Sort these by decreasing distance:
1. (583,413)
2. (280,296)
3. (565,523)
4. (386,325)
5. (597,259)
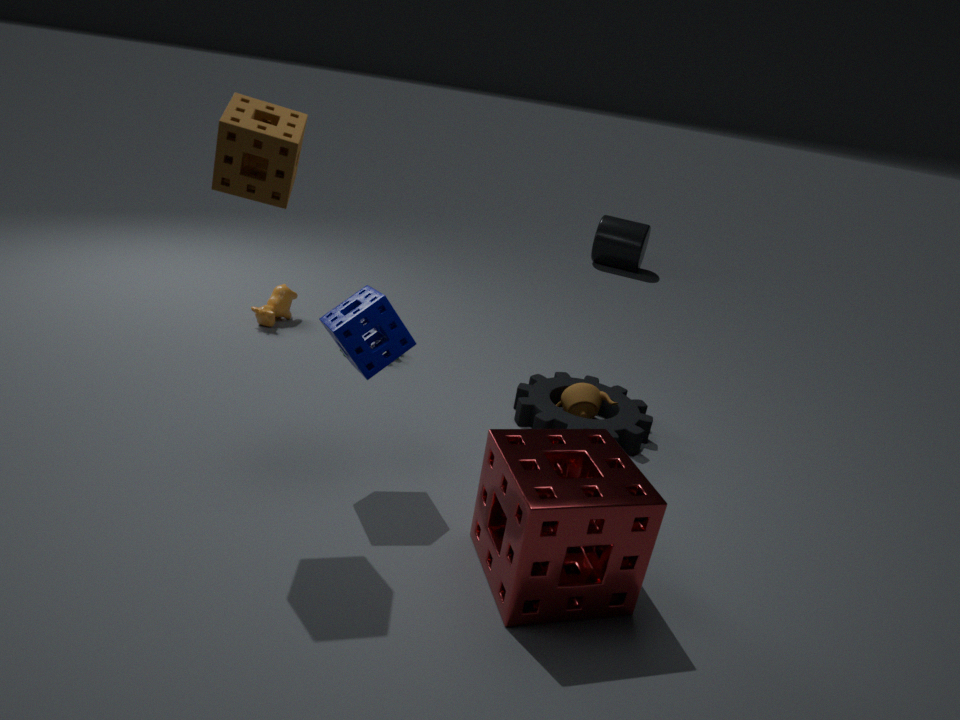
(597,259) < (280,296) < (583,413) < (386,325) < (565,523)
